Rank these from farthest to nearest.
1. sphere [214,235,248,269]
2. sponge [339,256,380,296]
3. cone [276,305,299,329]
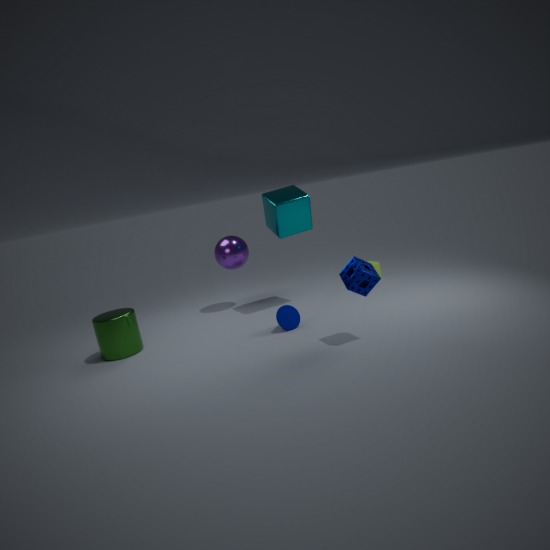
sphere [214,235,248,269]
cone [276,305,299,329]
sponge [339,256,380,296]
